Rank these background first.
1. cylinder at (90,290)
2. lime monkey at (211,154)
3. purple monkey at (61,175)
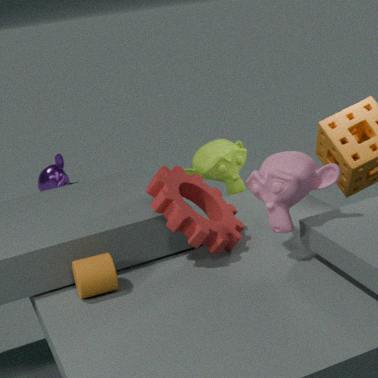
purple monkey at (61,175) < lime monkey at (211,154) < cylinder at (90,290)
